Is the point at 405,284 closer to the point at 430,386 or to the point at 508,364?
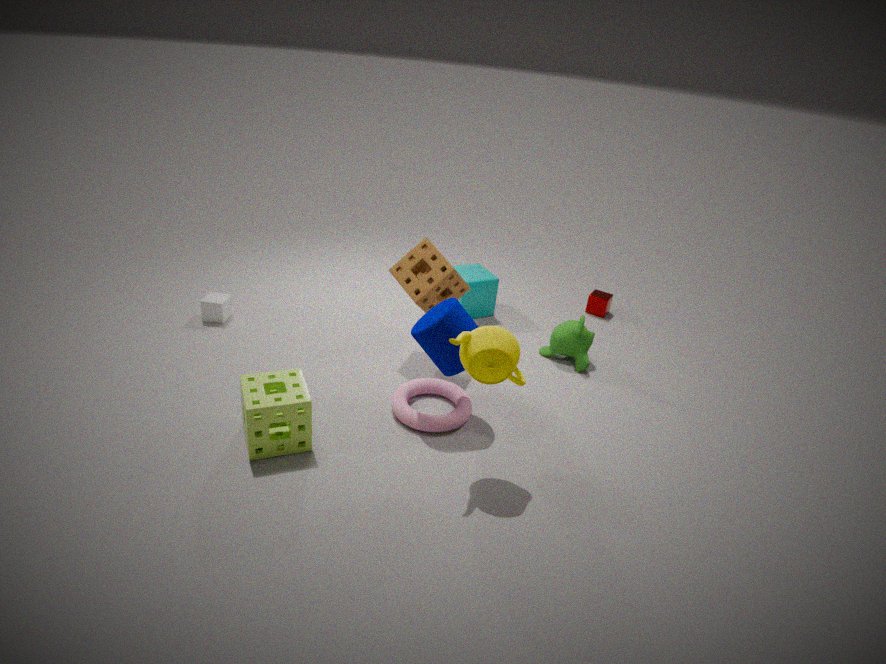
the point at 430,386
